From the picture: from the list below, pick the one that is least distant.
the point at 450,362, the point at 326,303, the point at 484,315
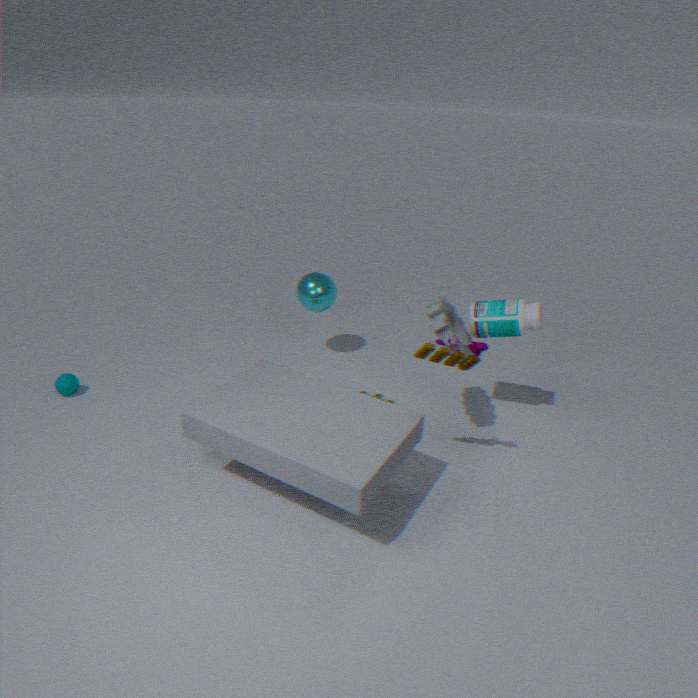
the point at 450,362
